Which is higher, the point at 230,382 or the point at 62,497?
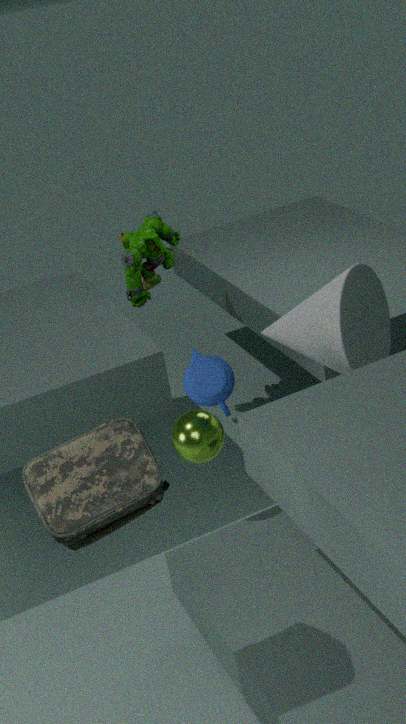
the point at 62,497
